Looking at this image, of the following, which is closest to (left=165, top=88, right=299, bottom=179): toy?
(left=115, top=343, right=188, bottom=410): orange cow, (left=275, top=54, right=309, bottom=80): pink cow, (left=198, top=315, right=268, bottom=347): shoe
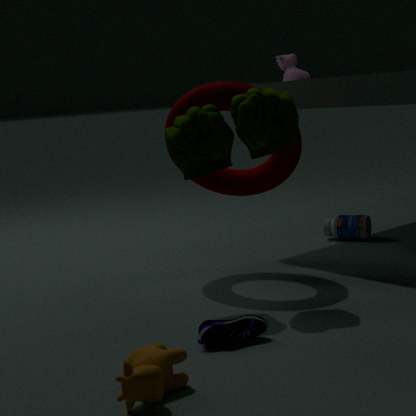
(left=198, top=315, right=268, bottom=347): shoe
